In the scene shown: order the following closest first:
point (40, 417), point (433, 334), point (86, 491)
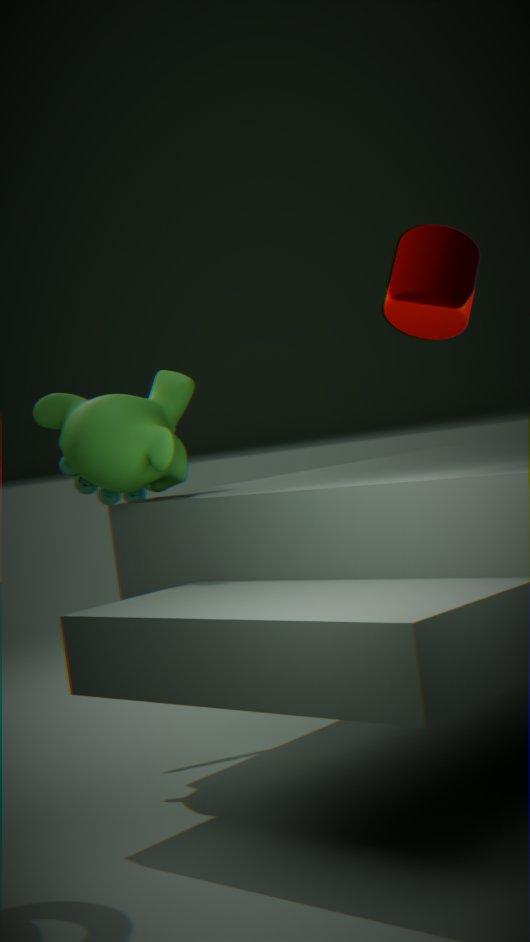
1. point (433, 334)
2. point (40, 417)
3. point (86, 491)
